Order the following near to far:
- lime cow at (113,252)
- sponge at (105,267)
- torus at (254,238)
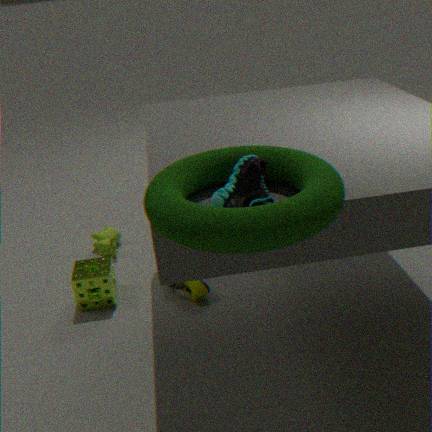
1. torus at (254,238)
2. sponge at (105,267)
3. lime cow at (113,252)
